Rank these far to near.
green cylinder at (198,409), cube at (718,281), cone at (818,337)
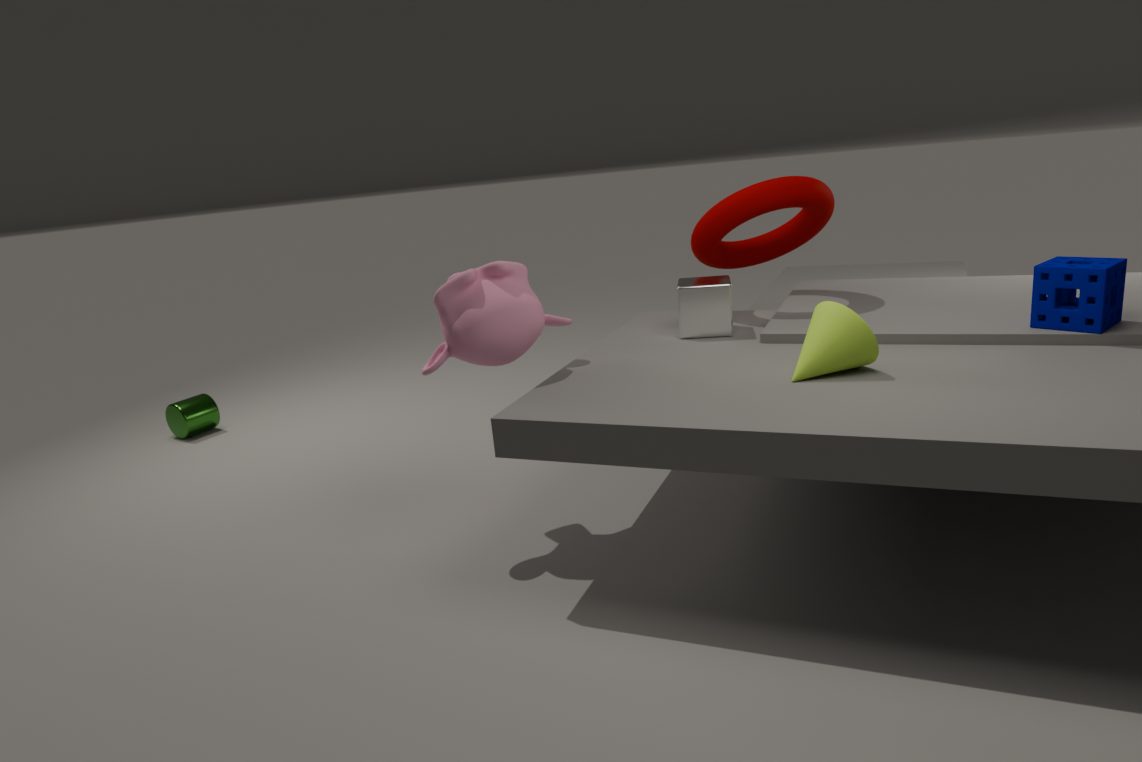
green cylinder at (198,409)
cube at (718,281)
cone at (818,337)
